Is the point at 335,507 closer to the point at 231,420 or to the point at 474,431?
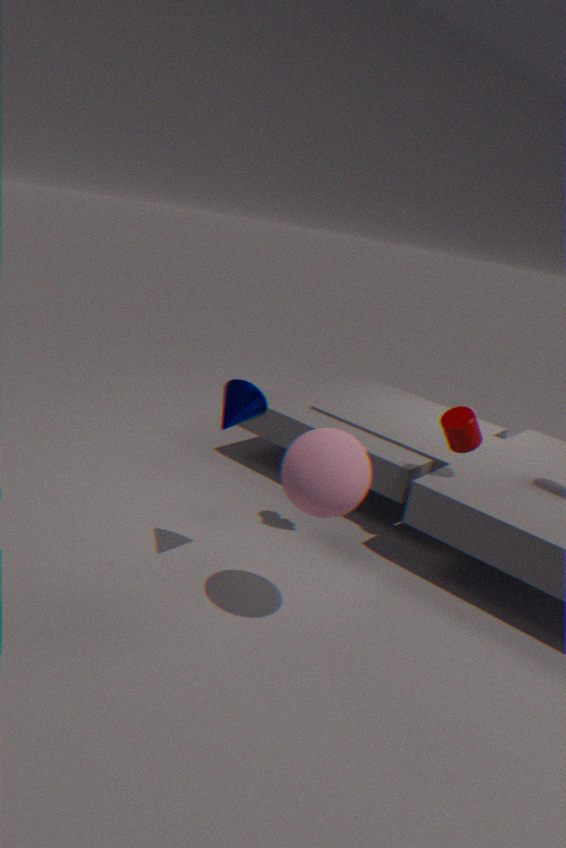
the point at 231,420
